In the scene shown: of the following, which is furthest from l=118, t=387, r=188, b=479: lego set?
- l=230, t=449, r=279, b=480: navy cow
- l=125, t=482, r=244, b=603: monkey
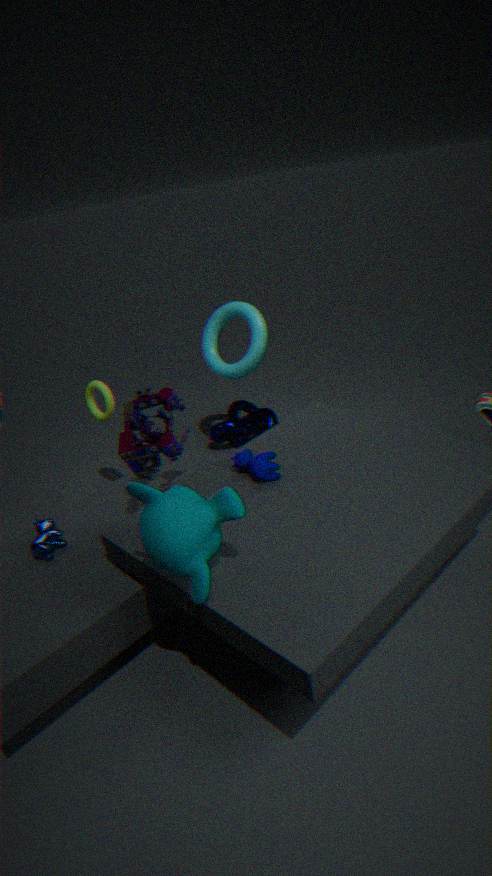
l=125, t=482, r=244, b=603: monkey
